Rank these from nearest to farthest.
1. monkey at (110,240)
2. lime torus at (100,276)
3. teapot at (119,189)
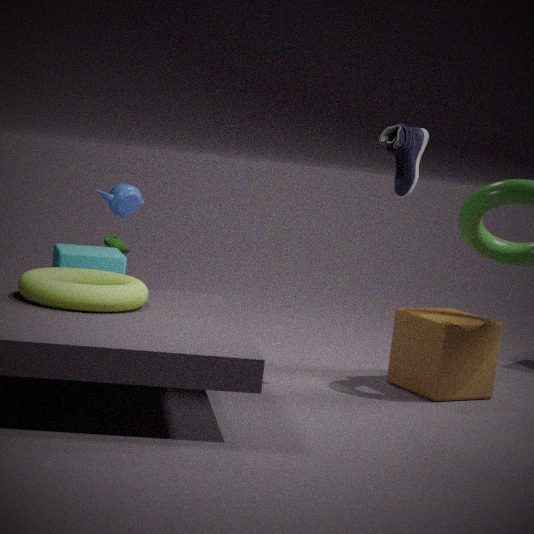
lime torus at (100,276)
teapot at (119,189)
monkey at (110,240)
